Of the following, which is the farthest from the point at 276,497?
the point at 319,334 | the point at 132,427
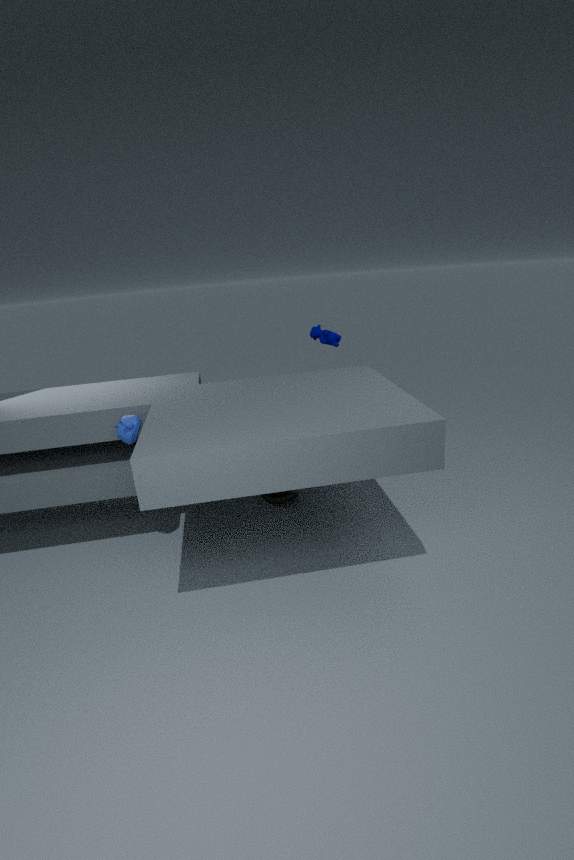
the point at 132,427
